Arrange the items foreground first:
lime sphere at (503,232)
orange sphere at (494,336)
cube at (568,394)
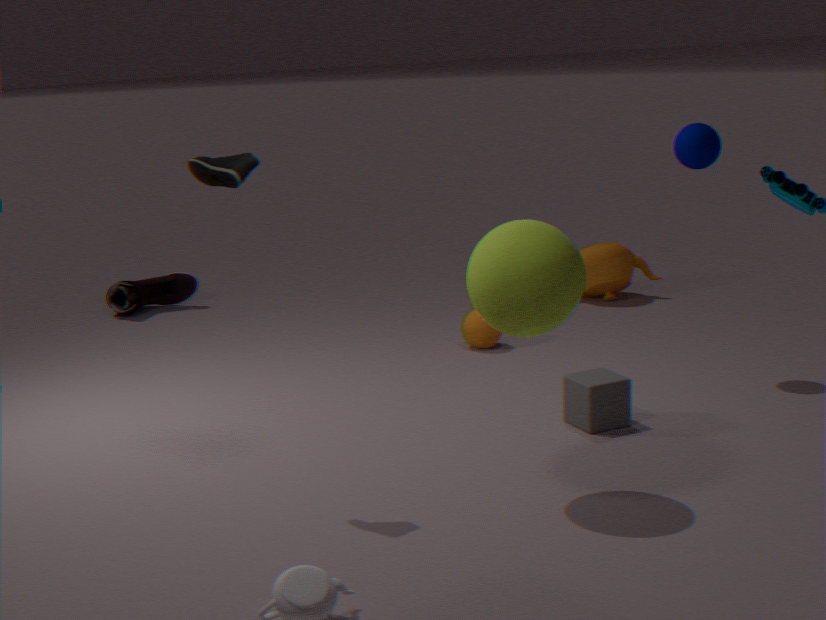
1. lime sphere at (503,232)
2. cube at (568,394)
3. orange sphere at (494,336)
